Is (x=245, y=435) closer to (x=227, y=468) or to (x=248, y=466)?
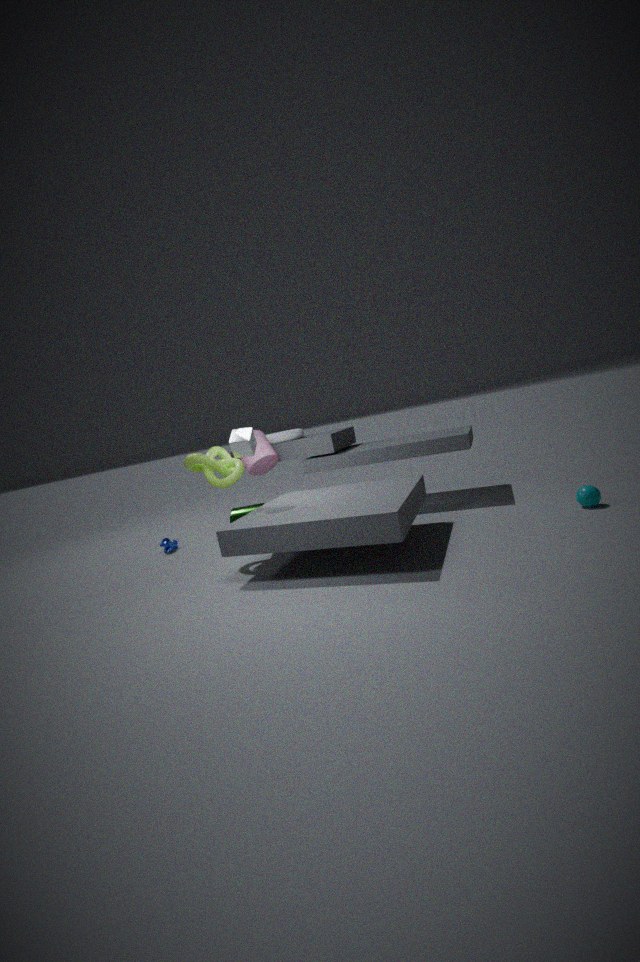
(x=227, y=468)
